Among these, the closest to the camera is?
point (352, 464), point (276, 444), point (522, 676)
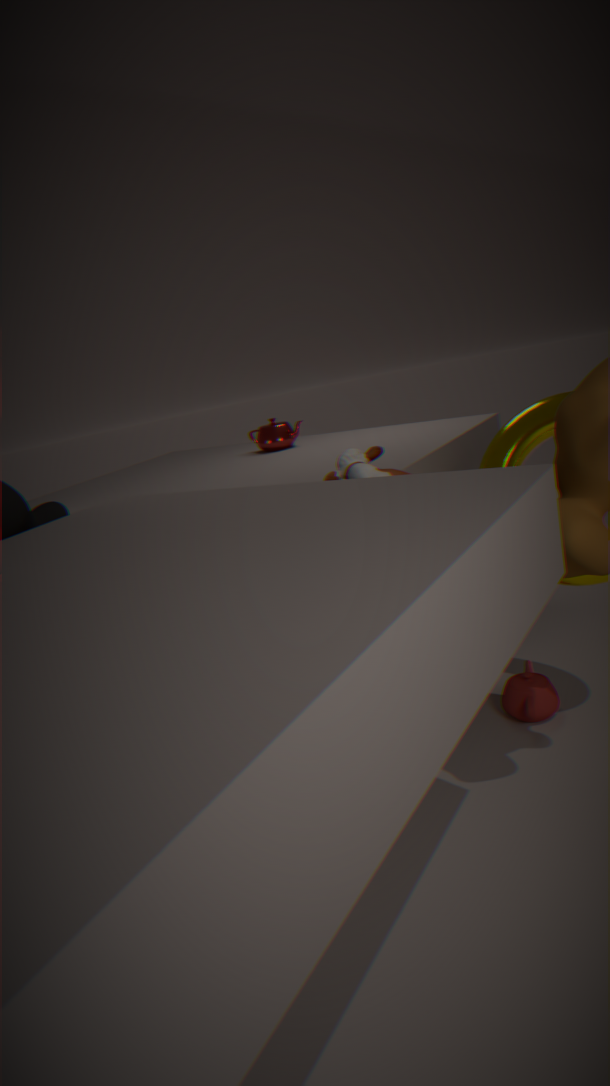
point (352, 464)
